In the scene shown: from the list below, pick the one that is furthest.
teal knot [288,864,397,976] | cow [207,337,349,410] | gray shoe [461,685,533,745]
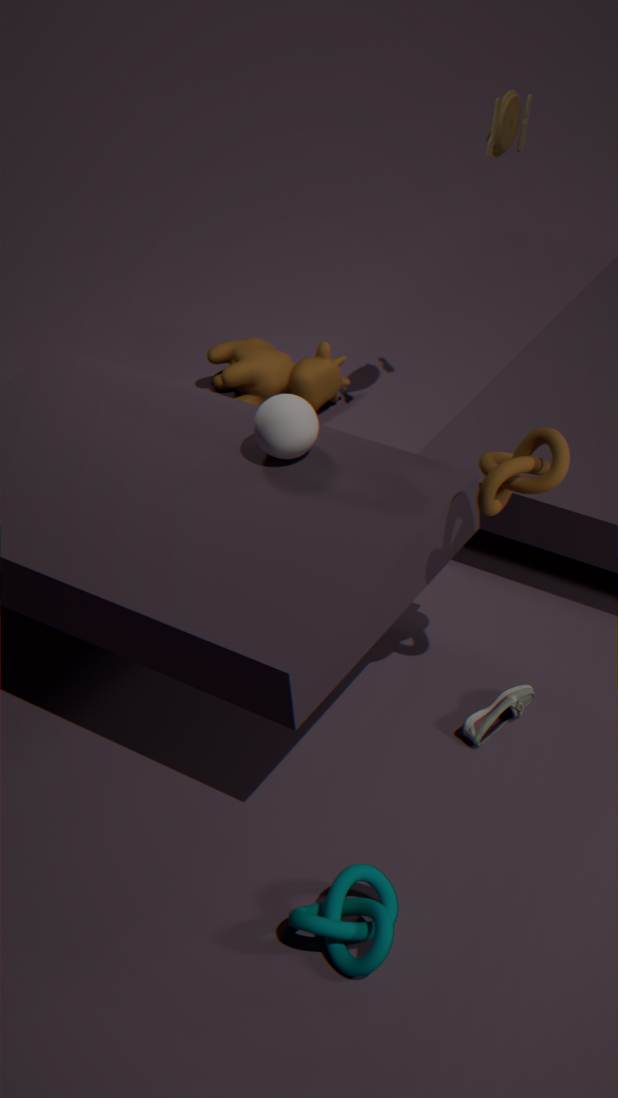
cow [207,337,349,410]
